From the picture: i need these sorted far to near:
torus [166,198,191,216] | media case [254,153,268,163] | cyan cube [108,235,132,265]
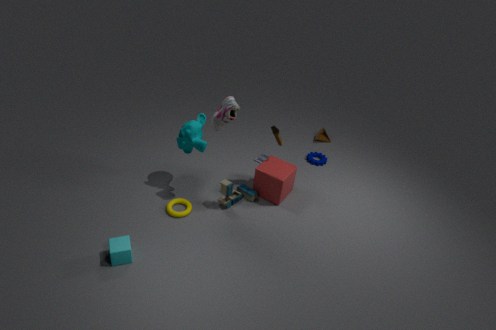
media case [254,153,268,163]
torus [166,198,191,216]
cyan cube [108,235,132,265]
